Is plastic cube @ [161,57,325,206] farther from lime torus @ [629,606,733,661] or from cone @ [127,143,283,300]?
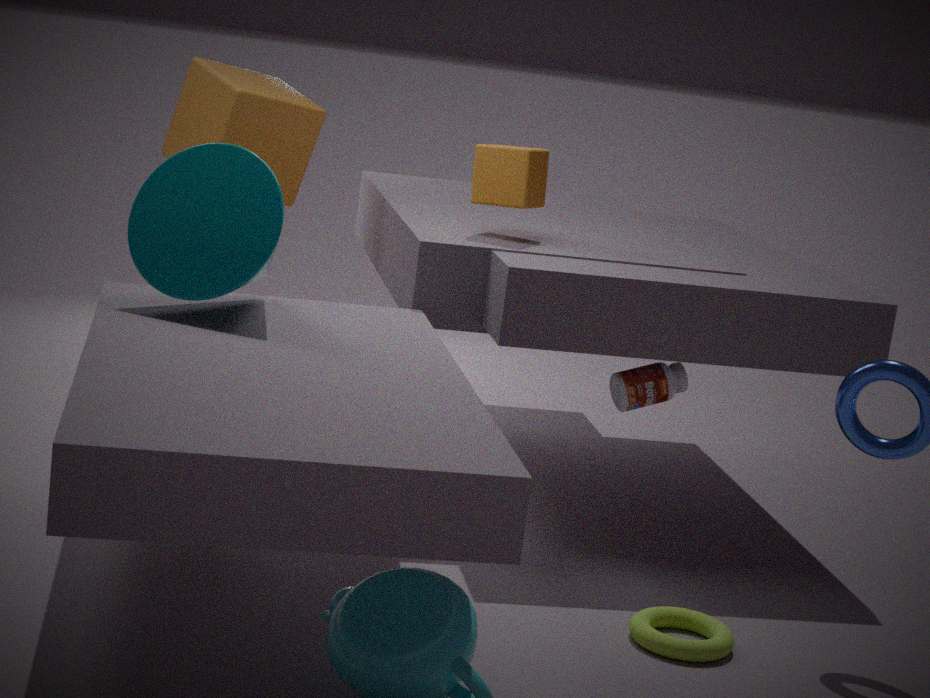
lime torus @ [629,606,733,661]
